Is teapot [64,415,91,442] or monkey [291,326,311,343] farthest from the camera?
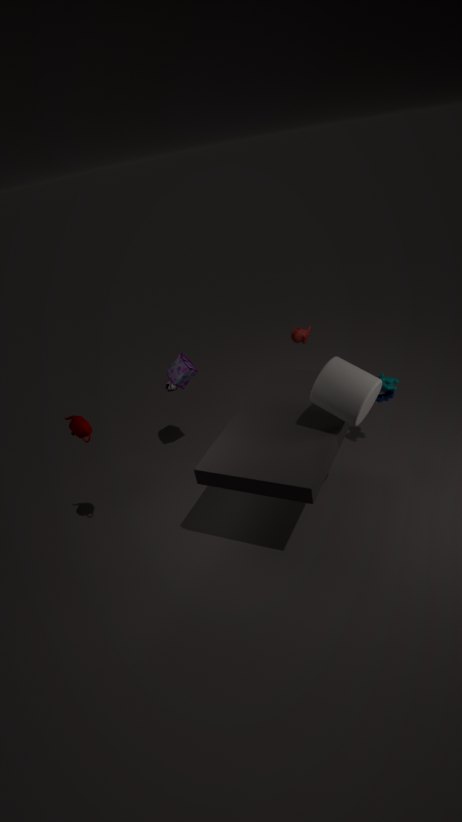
monkey [291,326,311,343]
